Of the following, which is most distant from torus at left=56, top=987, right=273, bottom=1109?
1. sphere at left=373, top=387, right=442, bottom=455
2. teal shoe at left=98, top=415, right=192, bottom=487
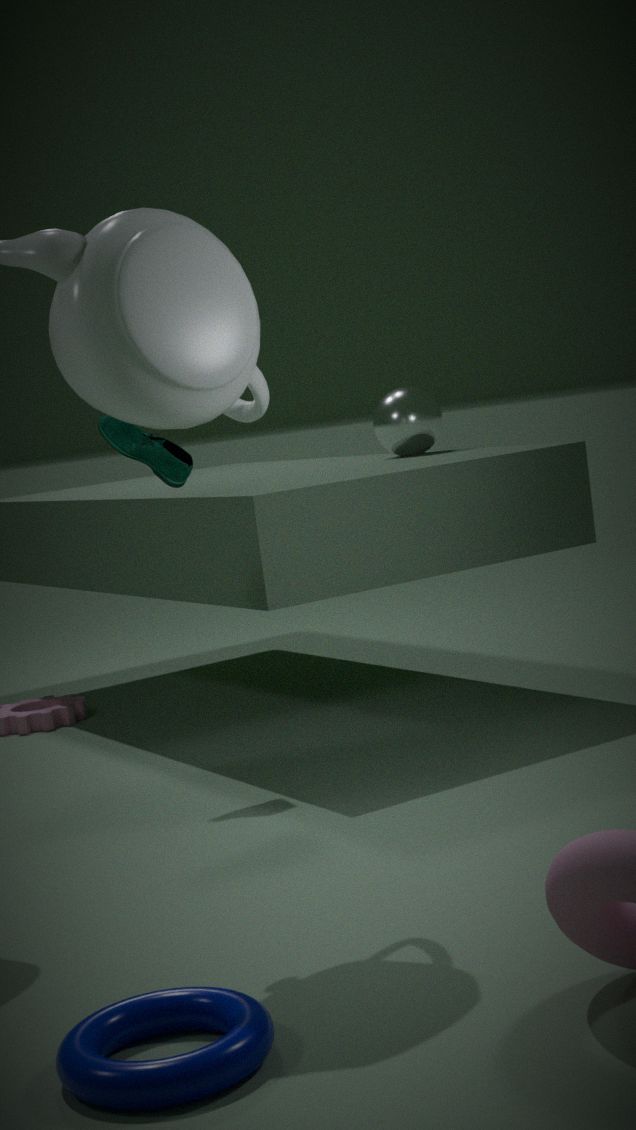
sphere at left=373, top=387, right=442, bottom=455
